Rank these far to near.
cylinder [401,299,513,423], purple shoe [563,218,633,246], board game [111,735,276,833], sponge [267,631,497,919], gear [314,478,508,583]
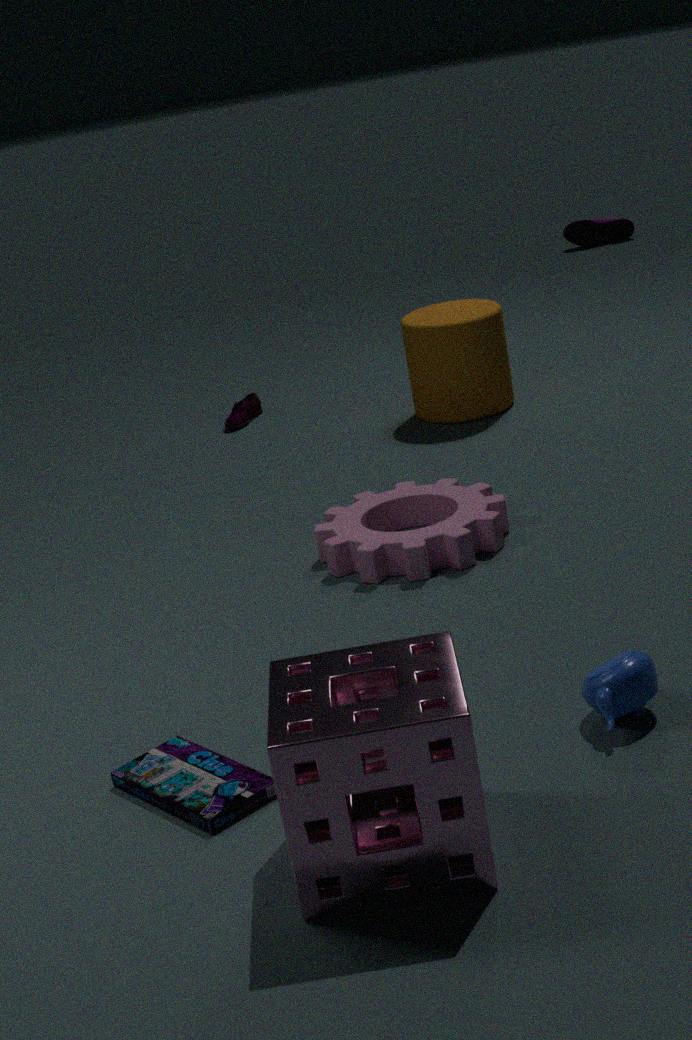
purple shoe [563,218,633,246] → cylinder [401,299,513,423] → gear [314,478,508,583] → board game [111,735,276,833] → sponge [267,631,497,919]
